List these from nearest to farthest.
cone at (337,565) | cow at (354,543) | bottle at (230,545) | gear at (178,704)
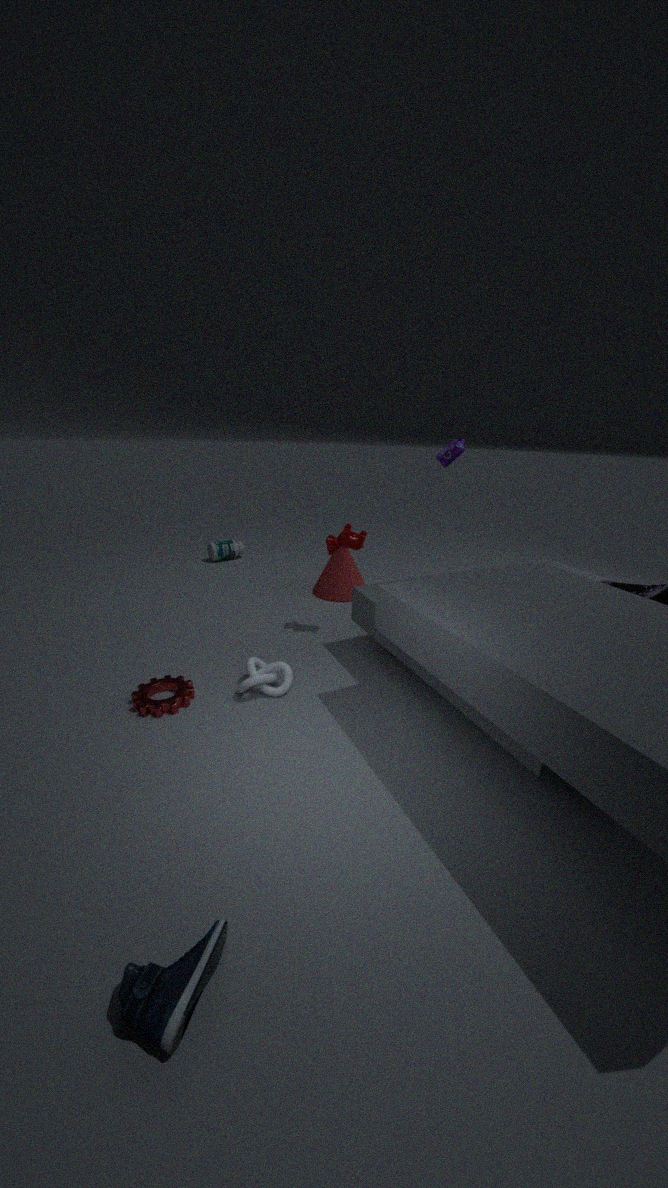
gear at (178,704), cow at (354,543), cone at (337,565), bottle at (230,545)
